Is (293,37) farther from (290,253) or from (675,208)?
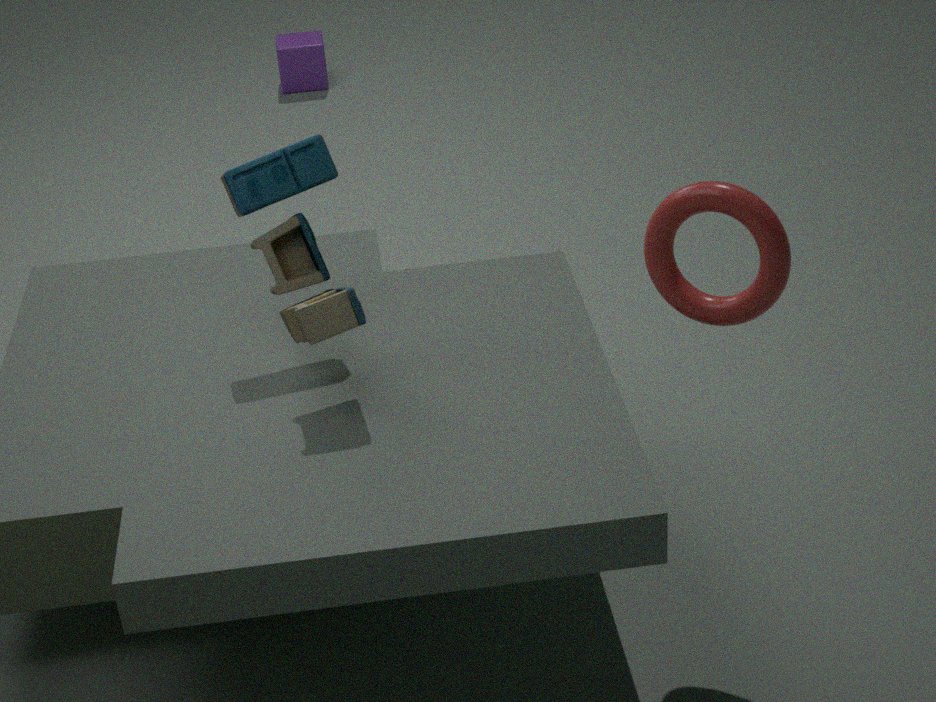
(675,208)
